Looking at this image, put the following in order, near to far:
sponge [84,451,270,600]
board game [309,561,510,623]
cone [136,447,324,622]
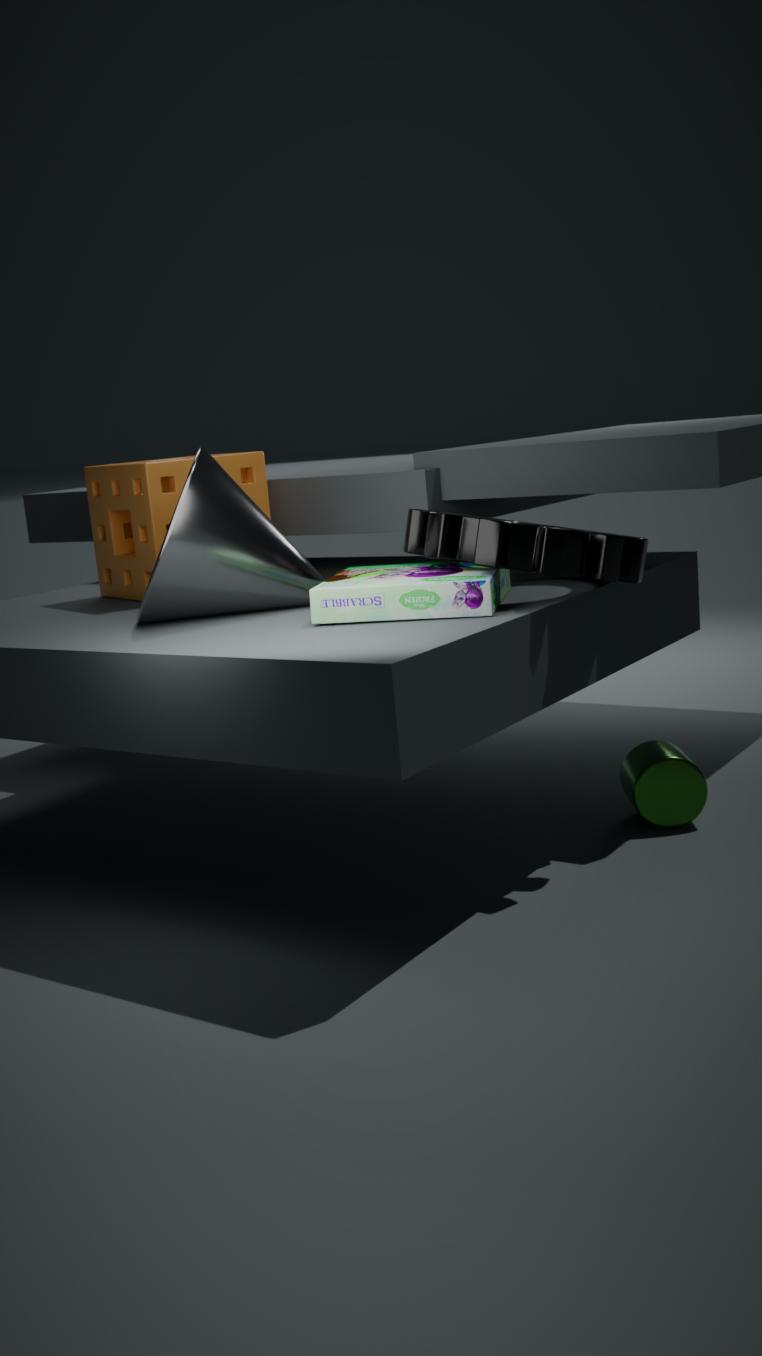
board game [309,561,510,623]
cone [136,447,324,622]
sponge [84,451,270,600]
